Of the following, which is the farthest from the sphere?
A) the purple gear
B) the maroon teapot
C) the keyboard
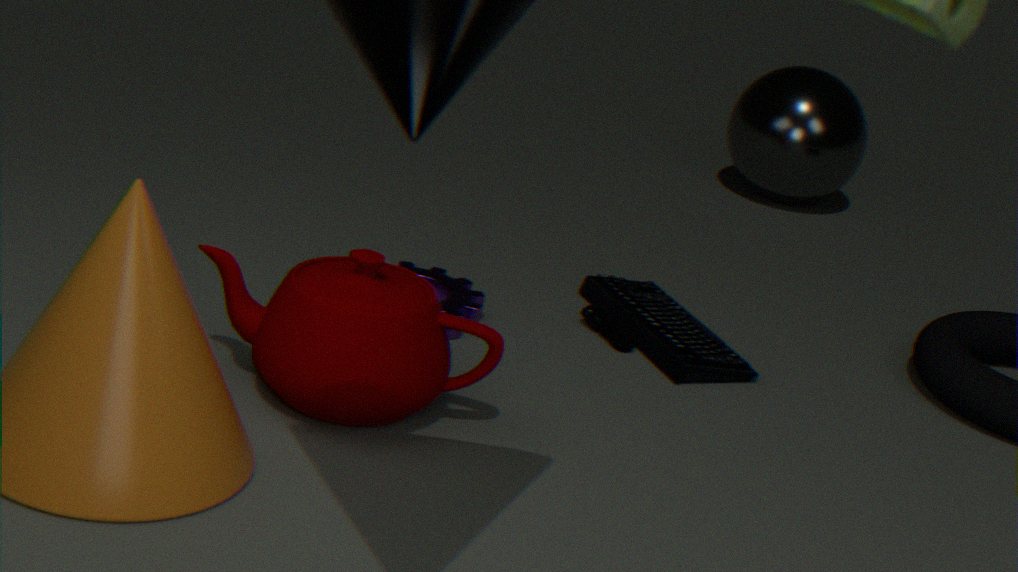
the maroon teapot
